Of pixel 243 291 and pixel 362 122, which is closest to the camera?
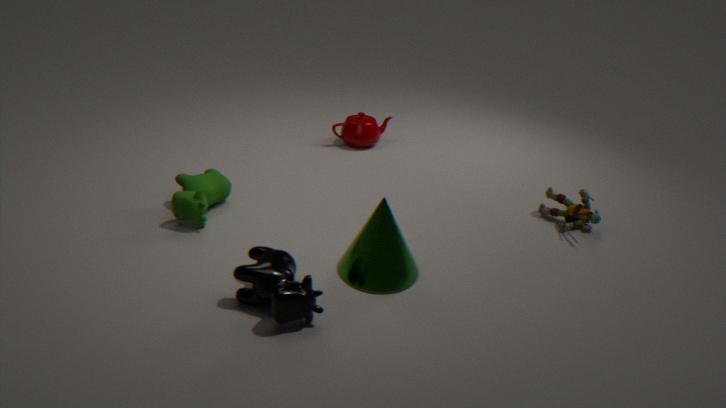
pixel 243 291
